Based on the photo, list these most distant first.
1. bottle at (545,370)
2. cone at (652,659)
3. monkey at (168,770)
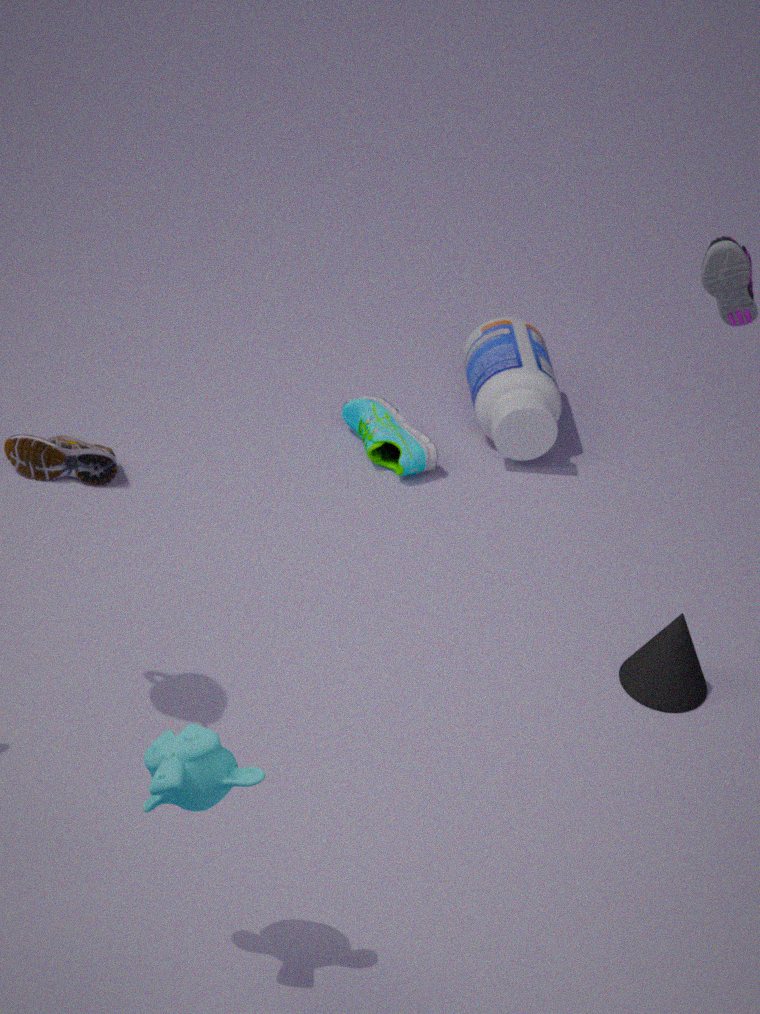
bottle at (545,370)
cone at (652,659)
monkey at (168,770)
